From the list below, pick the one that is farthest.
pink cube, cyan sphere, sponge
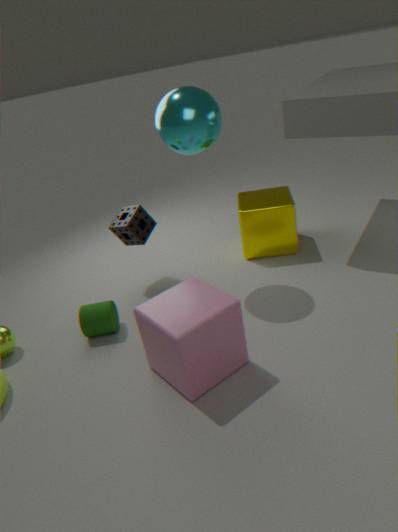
sponge
